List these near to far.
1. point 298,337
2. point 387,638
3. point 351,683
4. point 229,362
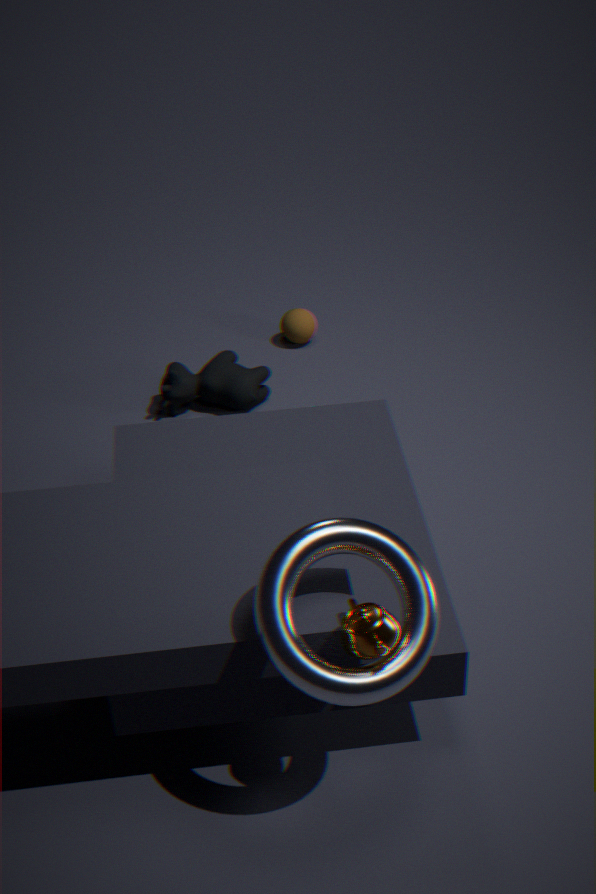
point 351,683
point 387,638
point 229,362
point 298,337
